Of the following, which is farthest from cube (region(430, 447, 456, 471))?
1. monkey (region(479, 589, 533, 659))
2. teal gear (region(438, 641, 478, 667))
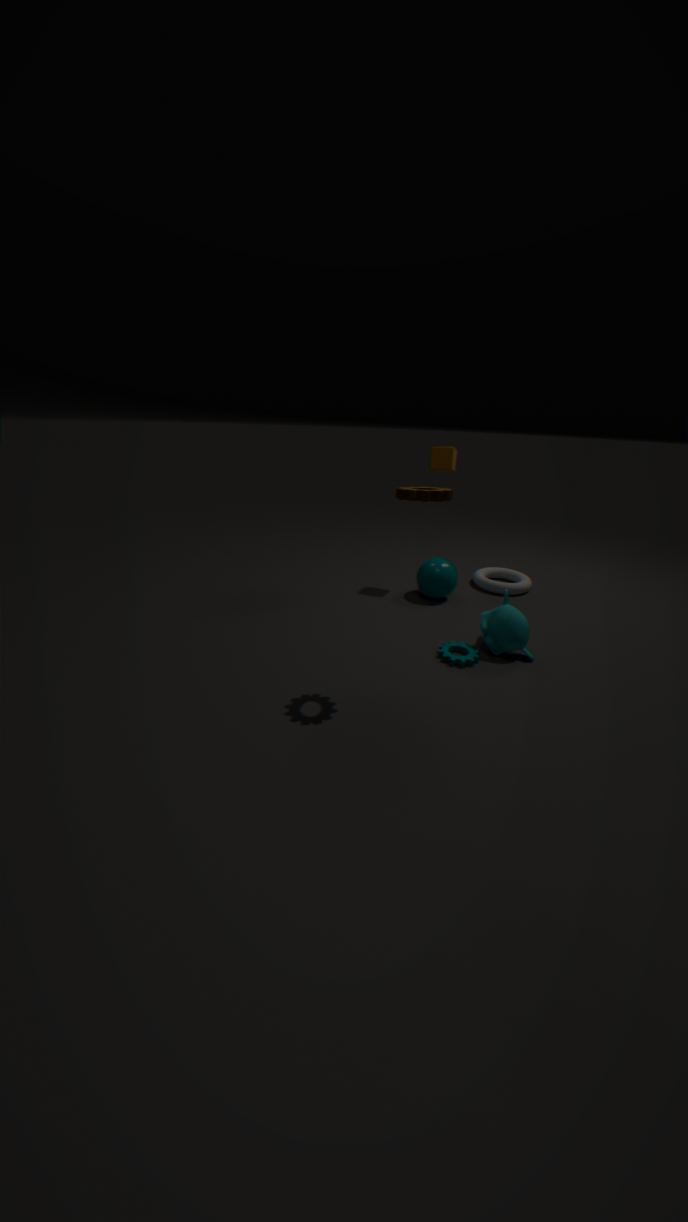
teal gear (region(438, 641, 478, 667))
